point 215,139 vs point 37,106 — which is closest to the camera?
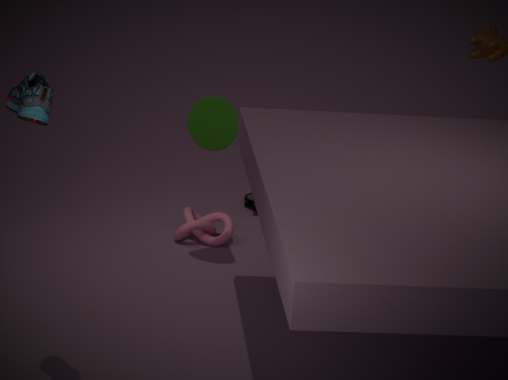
point 37,106
